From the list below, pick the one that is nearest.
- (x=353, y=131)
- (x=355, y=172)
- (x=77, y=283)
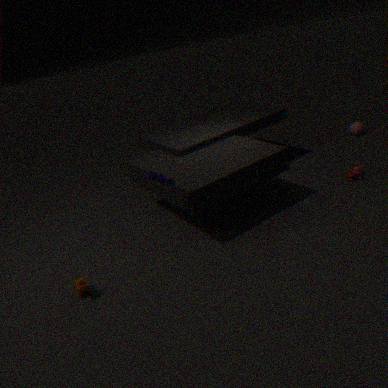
(x=77, y=283)
